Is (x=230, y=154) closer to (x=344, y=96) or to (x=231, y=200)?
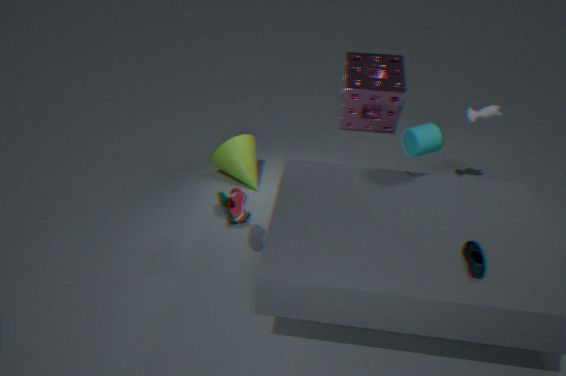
(x=231, y=200)
